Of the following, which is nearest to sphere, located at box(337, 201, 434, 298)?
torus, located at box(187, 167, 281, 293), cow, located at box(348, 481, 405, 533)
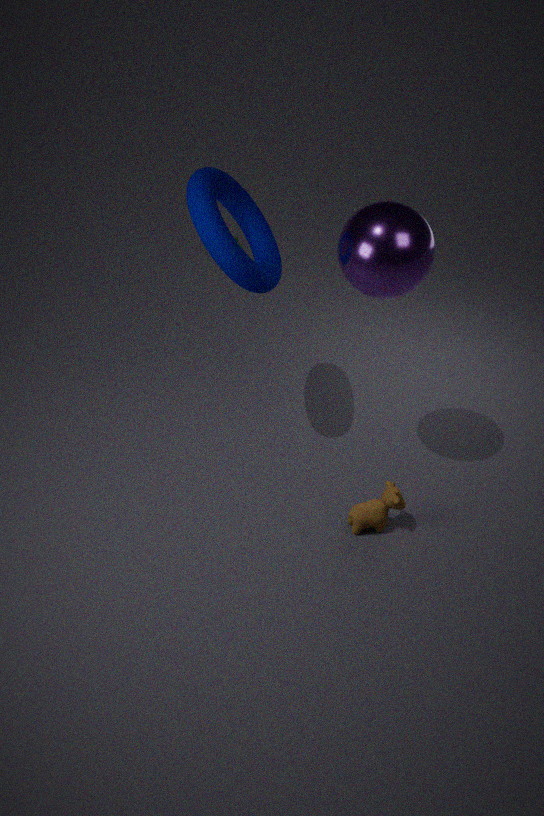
torus, located at box(187, 167, 281, 293)
